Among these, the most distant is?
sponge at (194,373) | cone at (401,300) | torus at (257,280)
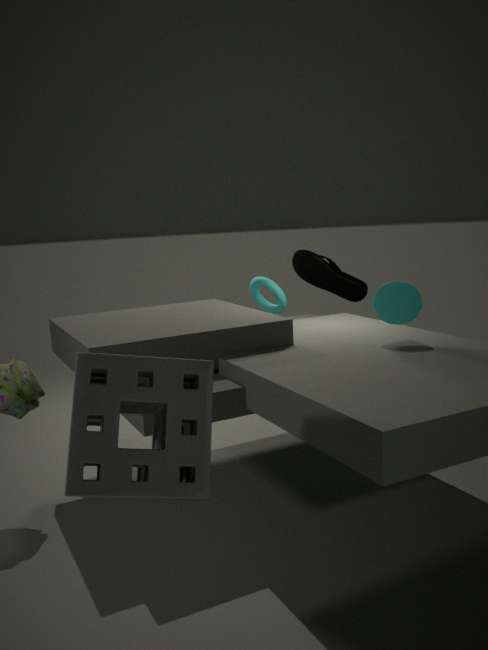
torus at (257,280)
